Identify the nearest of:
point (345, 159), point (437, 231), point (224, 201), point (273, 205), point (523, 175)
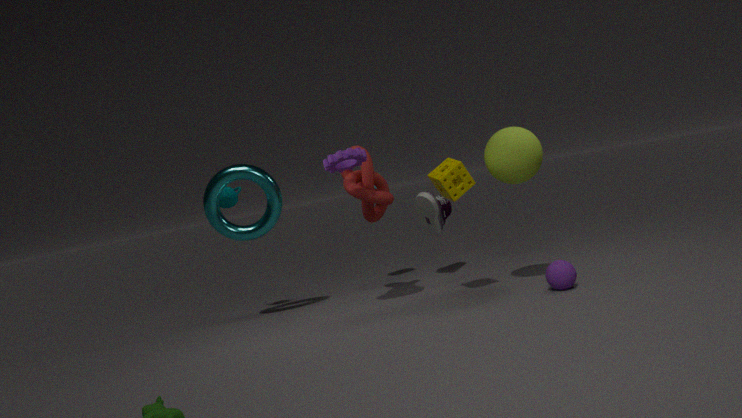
point (345, 159)
